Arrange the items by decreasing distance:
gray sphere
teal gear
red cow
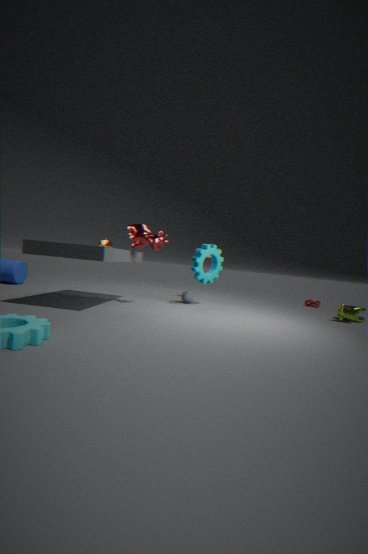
gray sphere, teal gear, red cow
